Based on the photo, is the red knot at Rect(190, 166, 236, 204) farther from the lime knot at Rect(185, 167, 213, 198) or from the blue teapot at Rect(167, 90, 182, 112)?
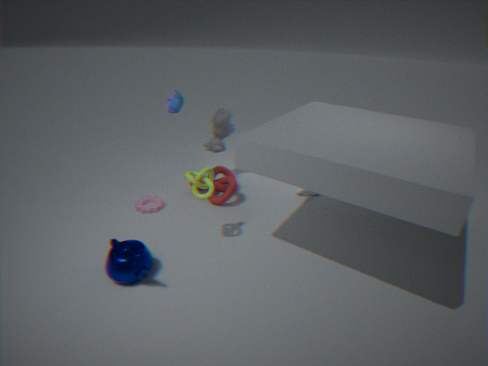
the blue teapot at Rect(167, 90, 182, 112)
